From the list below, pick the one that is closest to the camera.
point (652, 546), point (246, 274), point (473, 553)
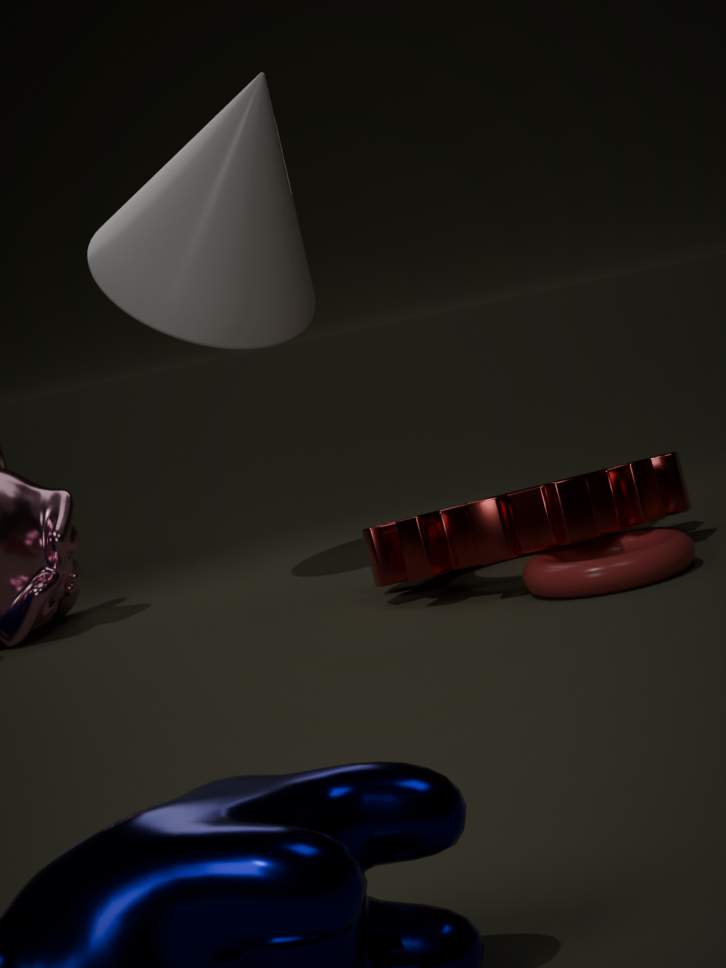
point (652, 546)
